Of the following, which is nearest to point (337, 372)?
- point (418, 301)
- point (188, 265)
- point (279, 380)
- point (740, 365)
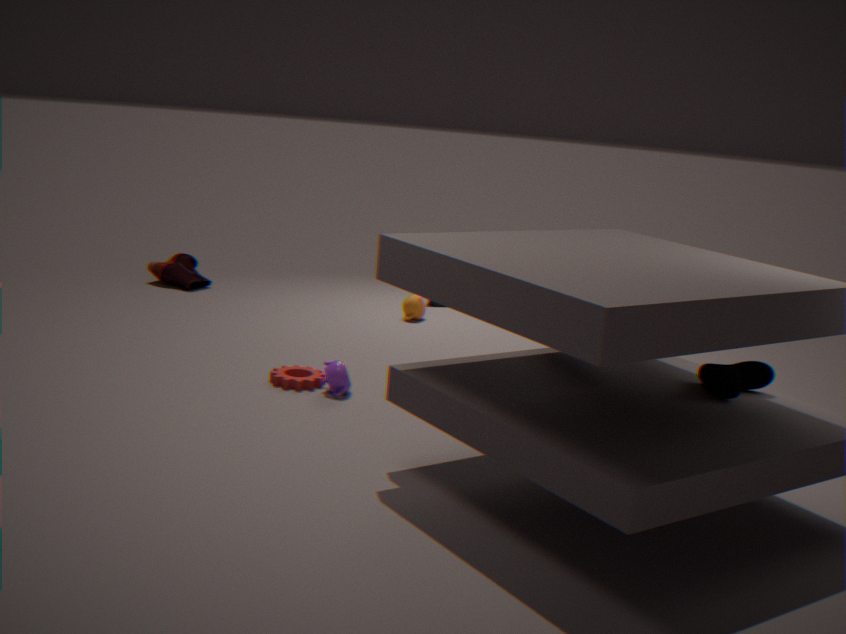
point (279, 380)
